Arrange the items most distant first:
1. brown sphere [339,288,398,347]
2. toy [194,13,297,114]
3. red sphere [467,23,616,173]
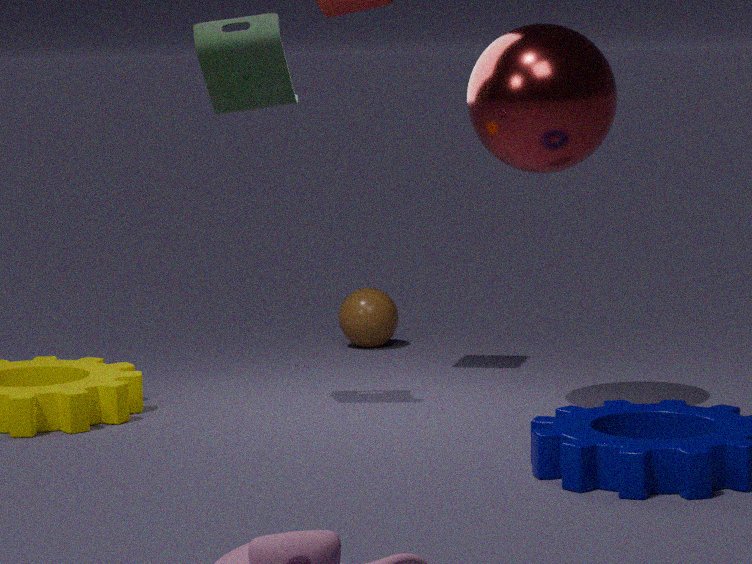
brown sphere [339,288,398,347] → toy [194,13,297,114] → red sphere [467,23,616,173]
